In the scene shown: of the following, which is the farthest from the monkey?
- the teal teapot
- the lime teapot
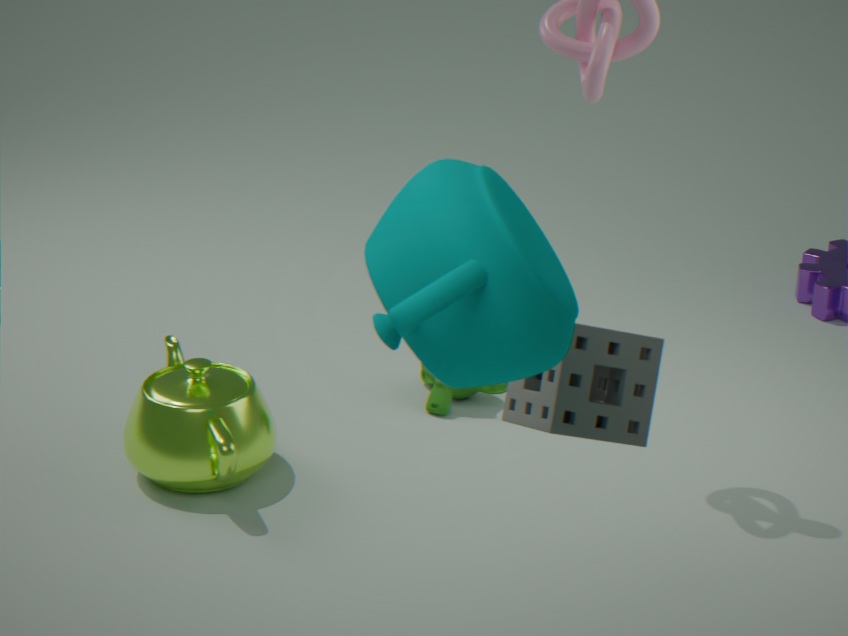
the teal teapot
